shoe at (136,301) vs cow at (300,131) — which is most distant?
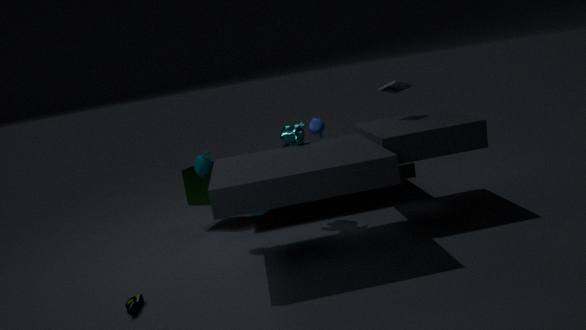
cow at (300,131)
